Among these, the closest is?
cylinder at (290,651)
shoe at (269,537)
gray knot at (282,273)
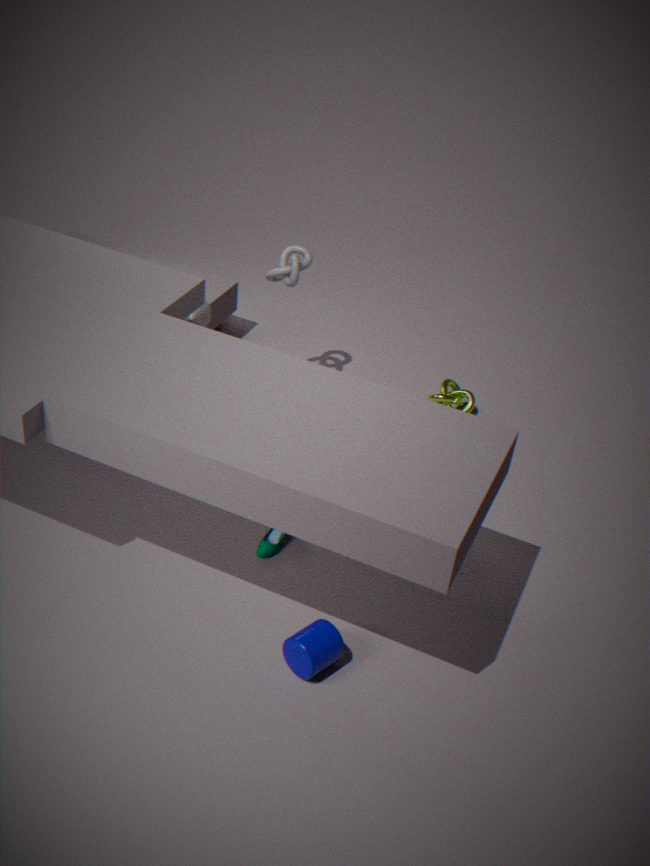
cylinder at (290,651)
